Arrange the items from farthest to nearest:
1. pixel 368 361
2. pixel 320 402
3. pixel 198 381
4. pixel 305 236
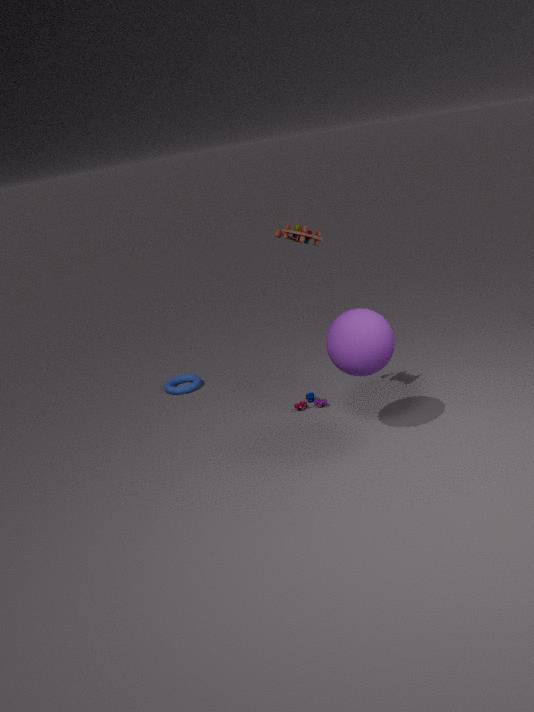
1. pixel 198 381
2. pixel 320 402
3. pixel 305 236
4. pixel 368 361
